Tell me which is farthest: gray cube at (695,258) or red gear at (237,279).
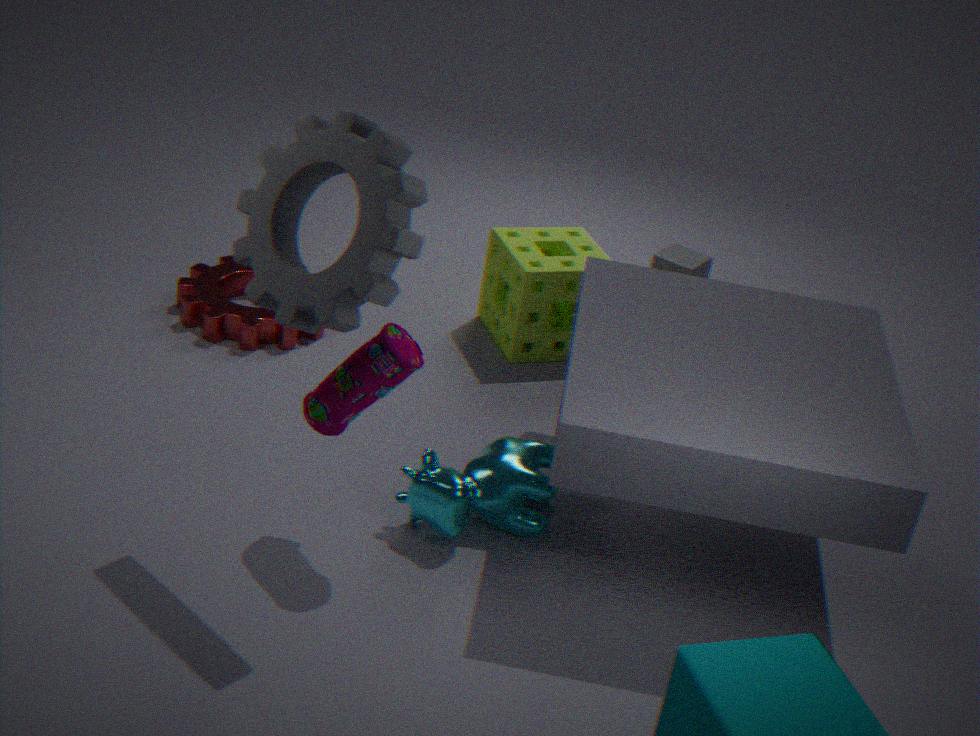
gray cube at (695,258)
